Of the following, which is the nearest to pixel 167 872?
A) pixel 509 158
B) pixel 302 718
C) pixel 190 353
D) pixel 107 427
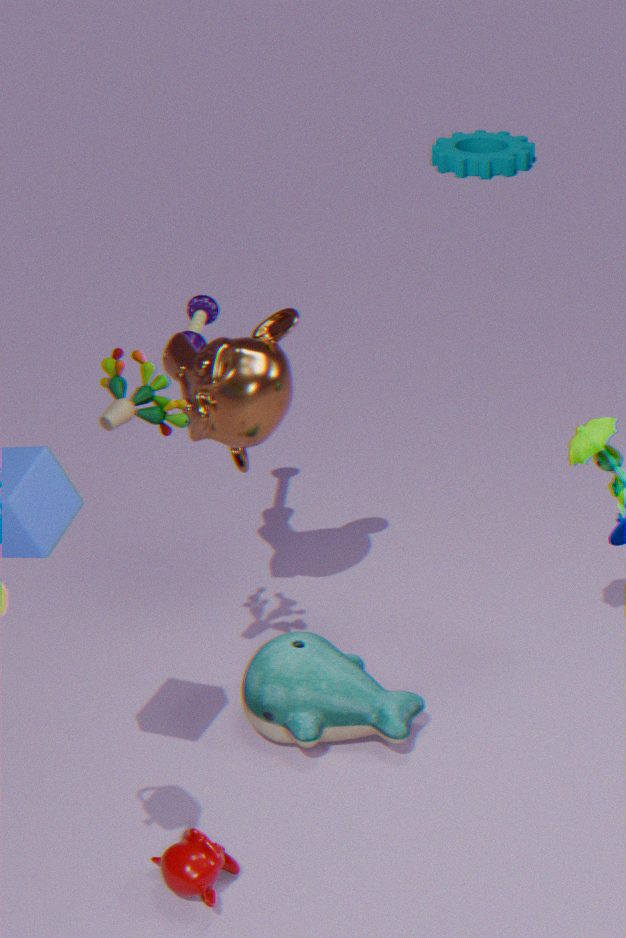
pixel 302 718
